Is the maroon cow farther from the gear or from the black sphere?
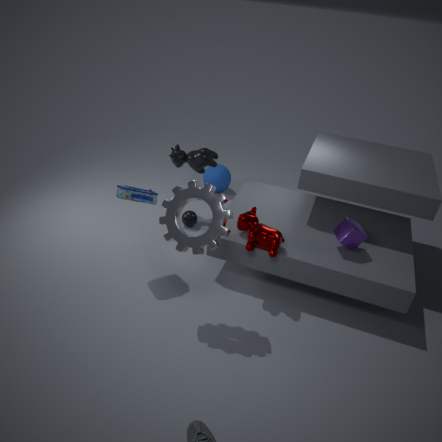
the black sphere
